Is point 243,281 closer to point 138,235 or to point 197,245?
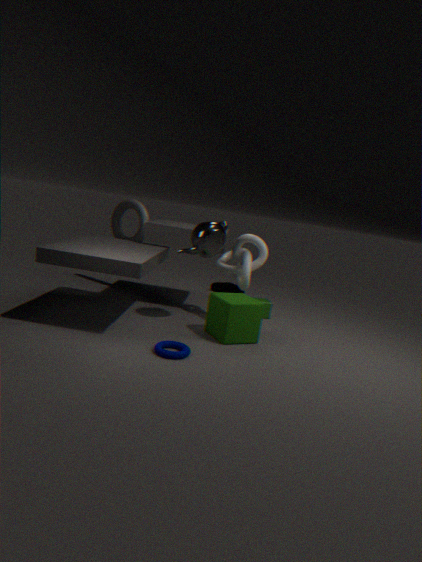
point 197,245
